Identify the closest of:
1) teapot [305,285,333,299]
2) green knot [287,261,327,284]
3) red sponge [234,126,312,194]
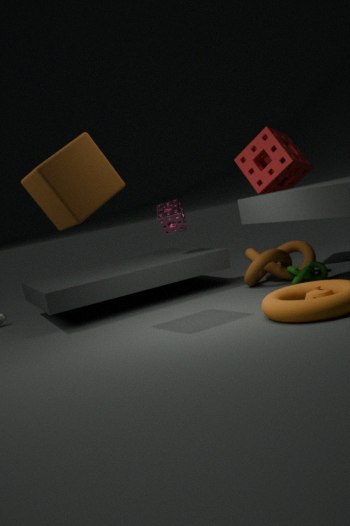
1. teapot [305,285,333,299]
